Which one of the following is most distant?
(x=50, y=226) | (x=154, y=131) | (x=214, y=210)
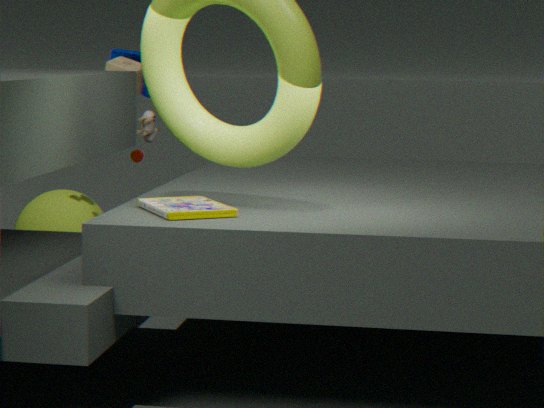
(x=50, y=226)
